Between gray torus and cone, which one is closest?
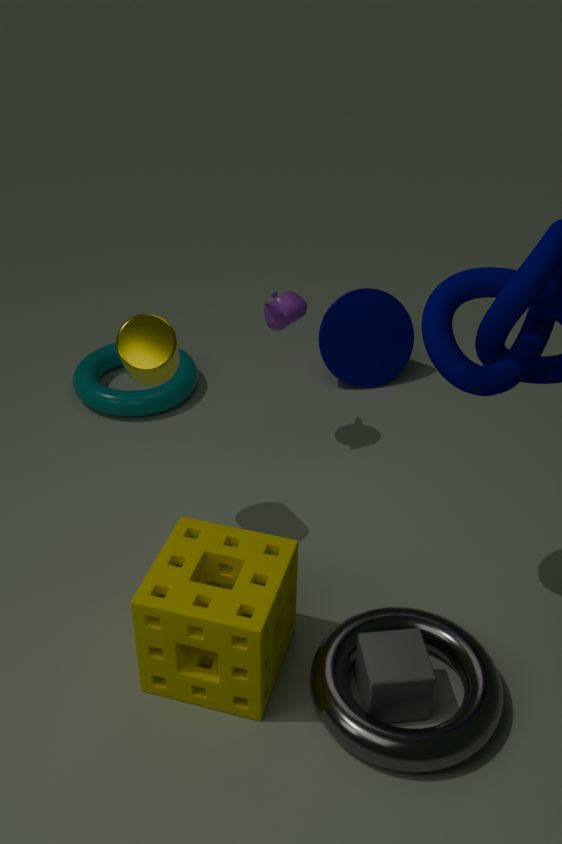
gray torus
